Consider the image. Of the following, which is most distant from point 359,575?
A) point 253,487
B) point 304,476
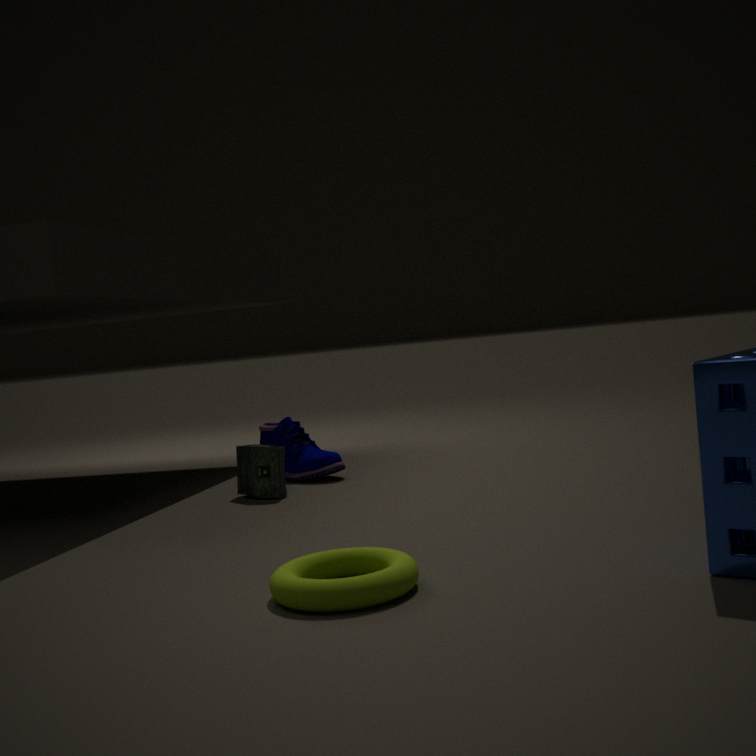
point 304,476
